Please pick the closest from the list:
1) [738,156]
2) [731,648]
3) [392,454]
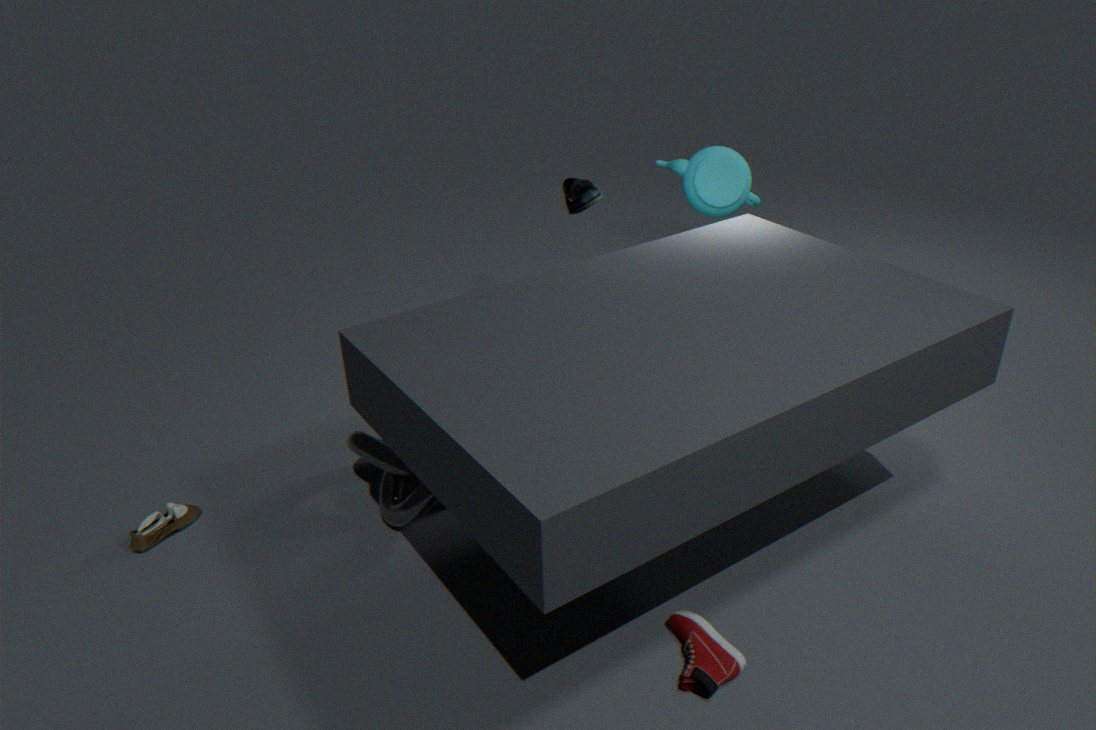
2. [731,648]
